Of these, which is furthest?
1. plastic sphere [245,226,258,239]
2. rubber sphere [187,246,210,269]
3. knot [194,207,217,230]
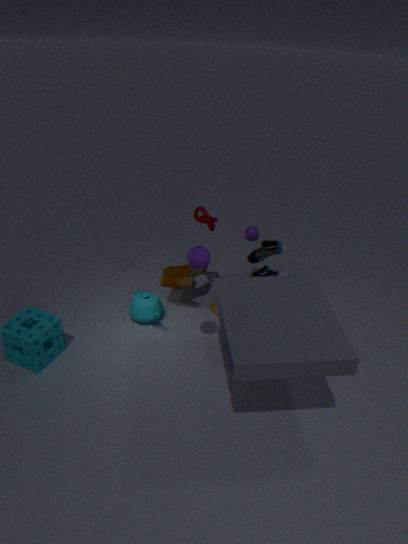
plastic sphere [245,226,258,239]
